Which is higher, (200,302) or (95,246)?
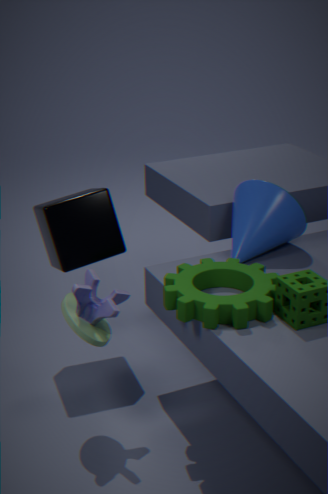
(95,246)
